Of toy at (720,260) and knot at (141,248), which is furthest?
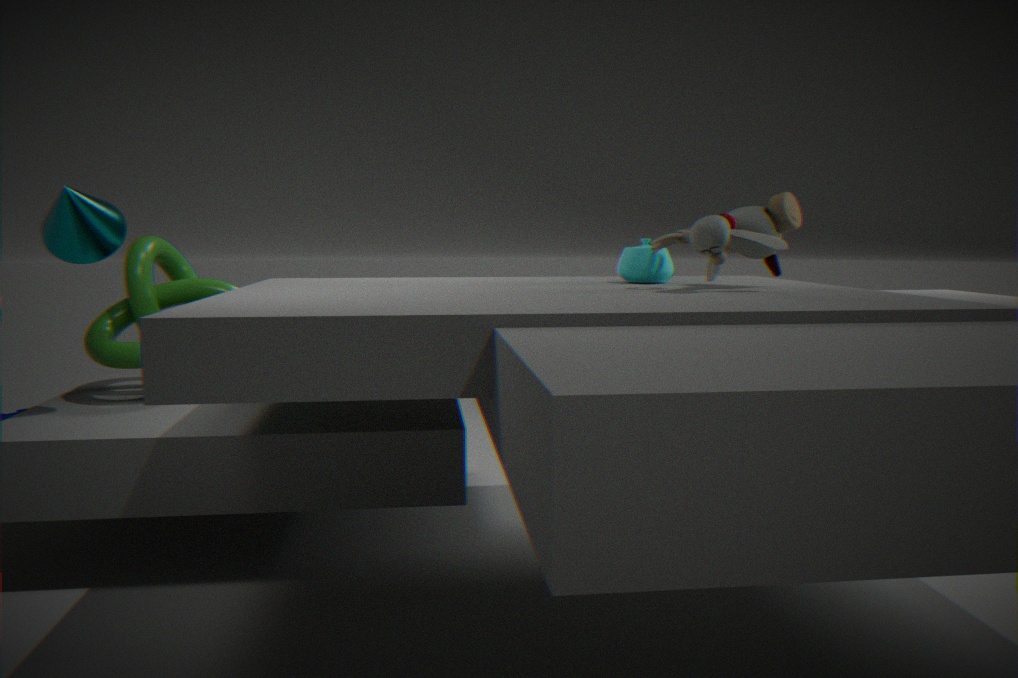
knot at (141,248)
